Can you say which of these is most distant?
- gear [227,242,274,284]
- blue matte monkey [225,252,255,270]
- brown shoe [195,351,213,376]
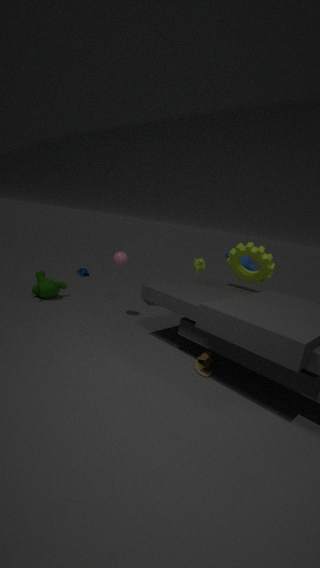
blue matte monkey [225,252,255,270]
